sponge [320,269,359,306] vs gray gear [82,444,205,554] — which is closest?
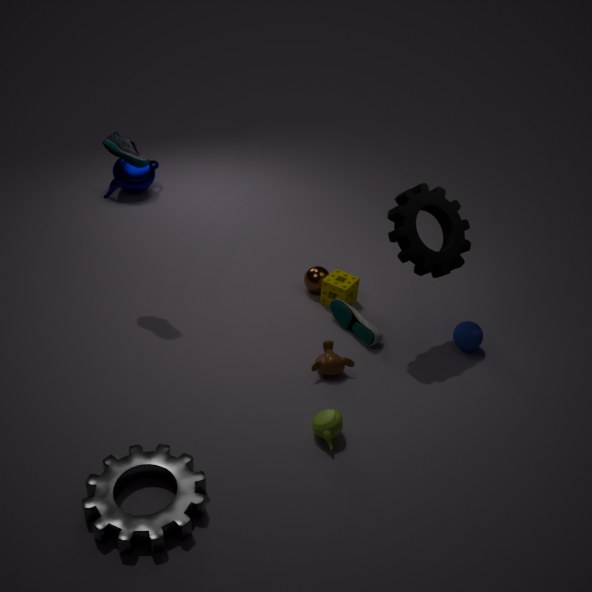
gray gear [82,444,205,554]
